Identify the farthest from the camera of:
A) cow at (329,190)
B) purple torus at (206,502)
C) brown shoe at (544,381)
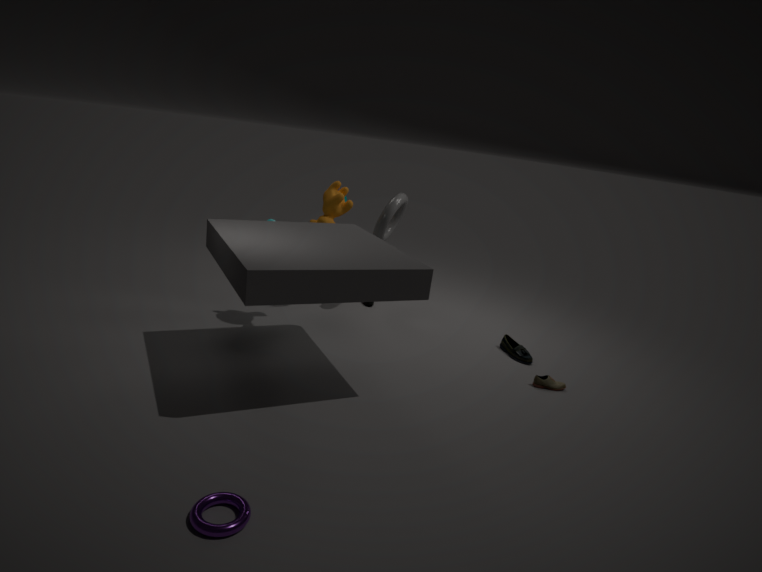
cow at (329,190)
